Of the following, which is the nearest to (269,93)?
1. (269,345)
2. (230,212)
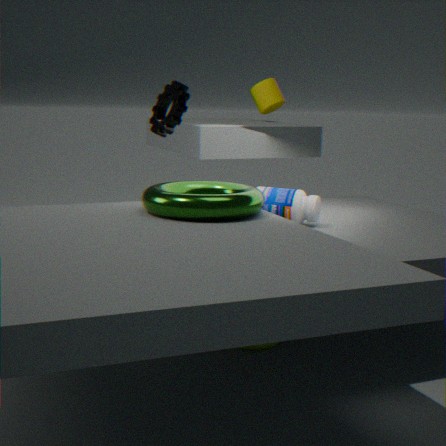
(230,212)
